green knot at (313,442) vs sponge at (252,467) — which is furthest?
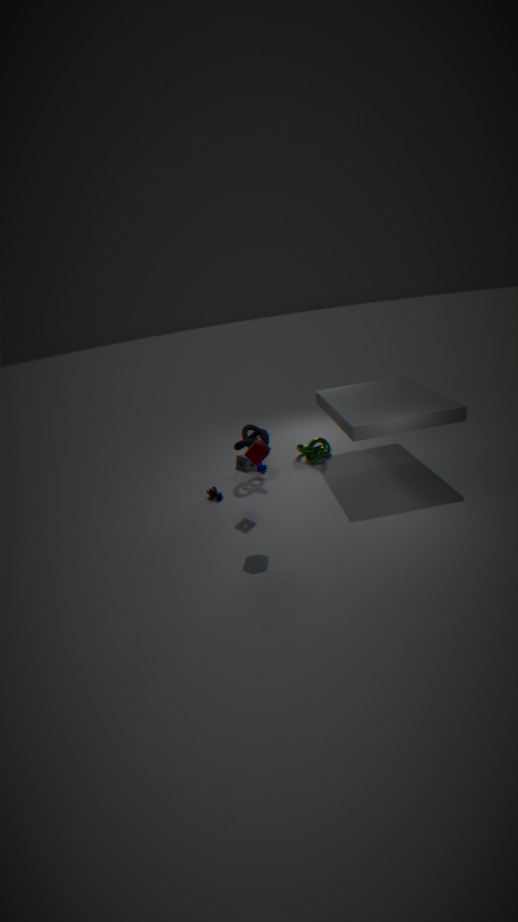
green knot at (313,442)
